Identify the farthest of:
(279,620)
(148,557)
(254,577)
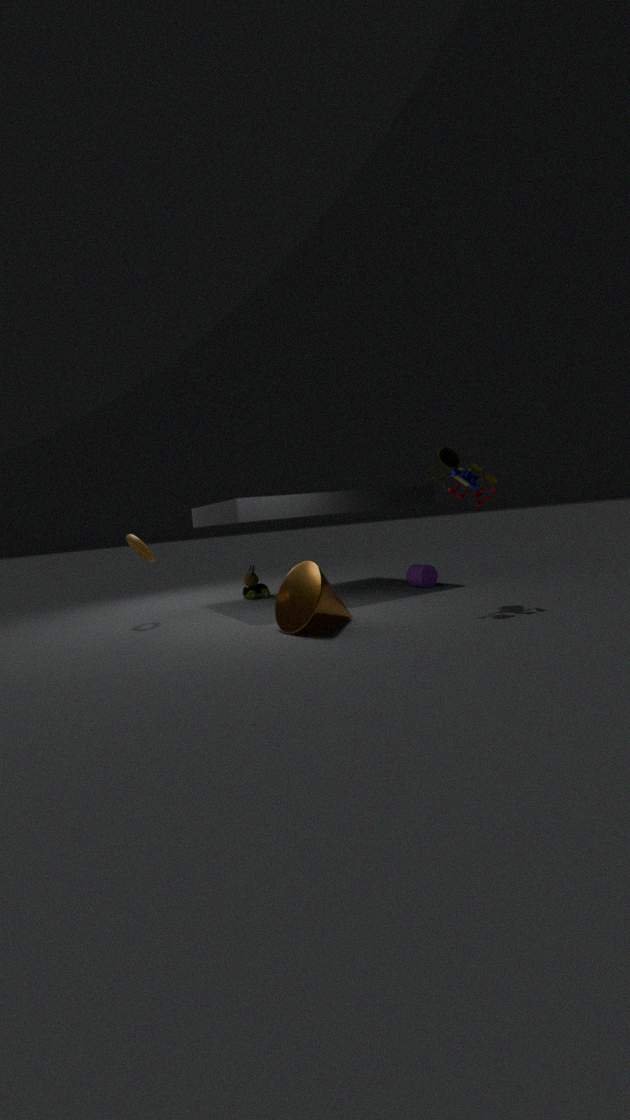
(254,577)
